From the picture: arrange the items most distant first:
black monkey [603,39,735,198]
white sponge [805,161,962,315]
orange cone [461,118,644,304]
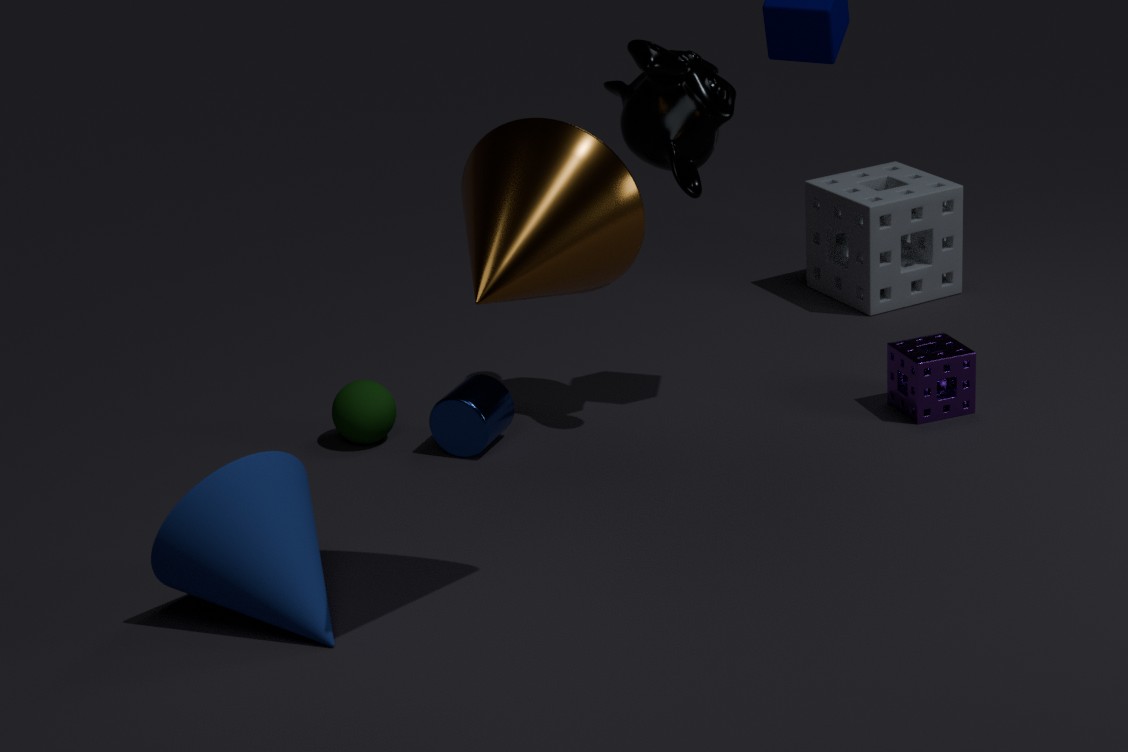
1. white sponge [805,161,962,315]
2. black monkey [603,39,735,198]
3. orange cone [461,118,644,304]
